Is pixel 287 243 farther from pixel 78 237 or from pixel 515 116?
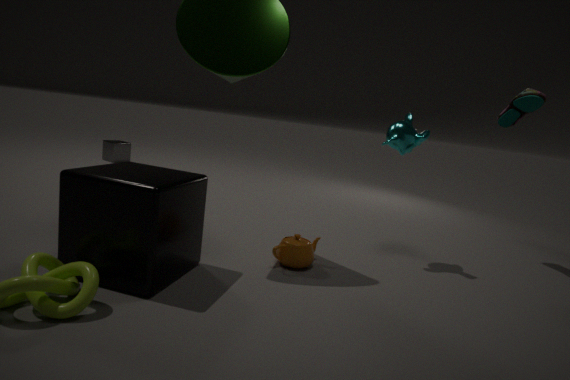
pixel 515 116
